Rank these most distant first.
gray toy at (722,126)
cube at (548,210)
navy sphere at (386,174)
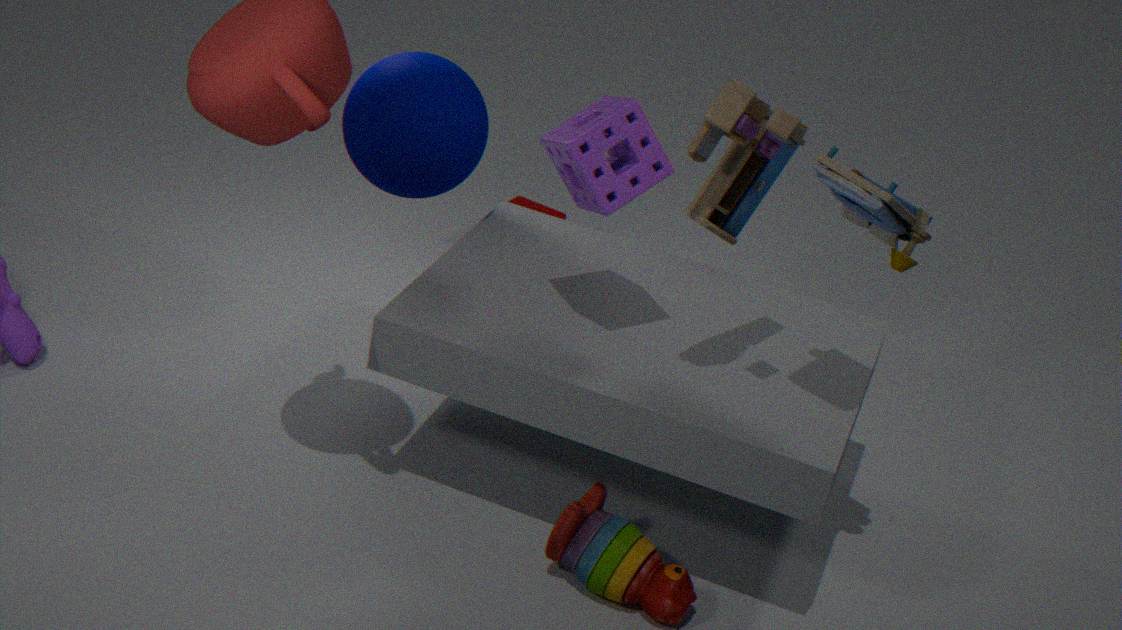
cube at (548,210) < navy sphere at (386,174) < gray toy at (722,126)
